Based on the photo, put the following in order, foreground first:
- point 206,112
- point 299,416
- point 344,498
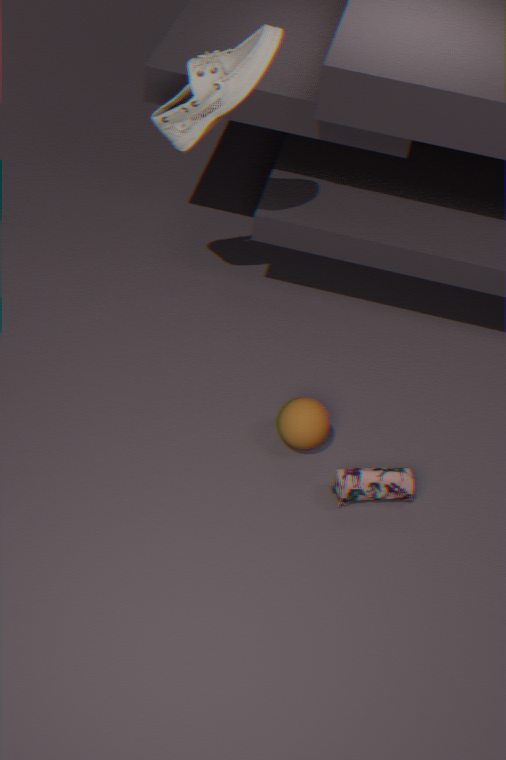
point 344,498, point 206,112, point 299,416
